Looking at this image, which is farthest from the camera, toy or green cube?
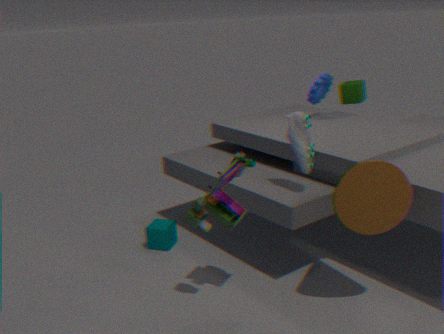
green cube
